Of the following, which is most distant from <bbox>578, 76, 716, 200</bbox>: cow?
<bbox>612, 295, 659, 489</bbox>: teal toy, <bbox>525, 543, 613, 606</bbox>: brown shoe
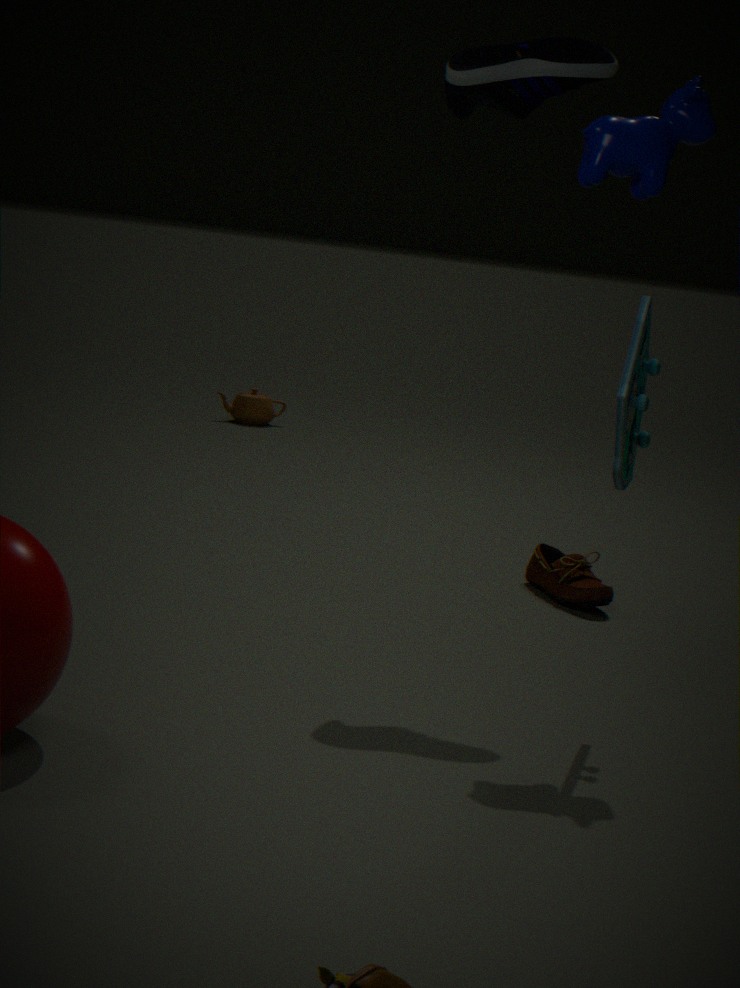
<bbox>525, 543, 613, 606</bbox>: brown shoe
